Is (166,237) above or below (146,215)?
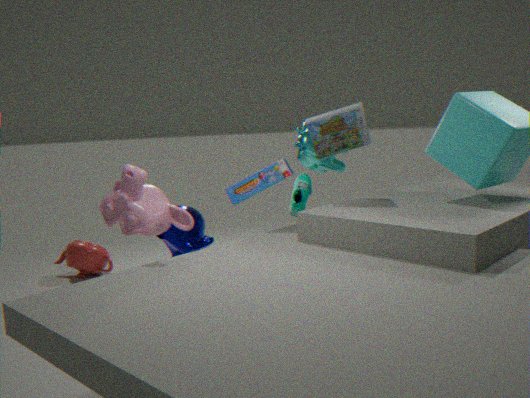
below
